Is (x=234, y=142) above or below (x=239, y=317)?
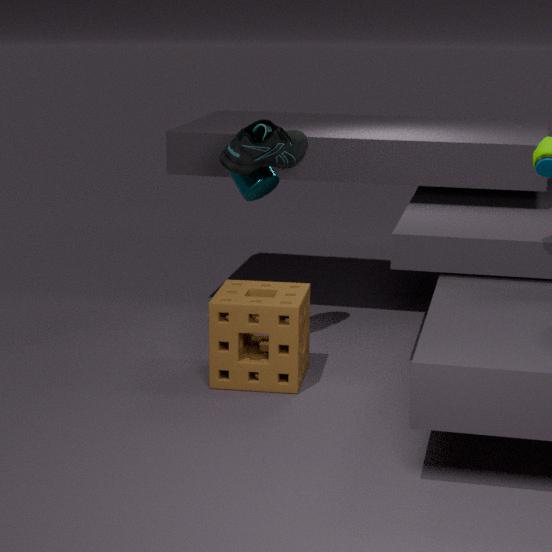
above
